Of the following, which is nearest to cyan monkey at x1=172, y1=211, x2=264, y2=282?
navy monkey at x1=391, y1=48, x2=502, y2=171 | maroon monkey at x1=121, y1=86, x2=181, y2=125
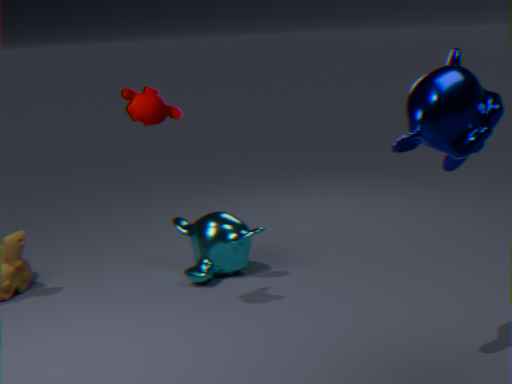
maroon monkey at x1=121, y1=86, x2=181, y2=125
